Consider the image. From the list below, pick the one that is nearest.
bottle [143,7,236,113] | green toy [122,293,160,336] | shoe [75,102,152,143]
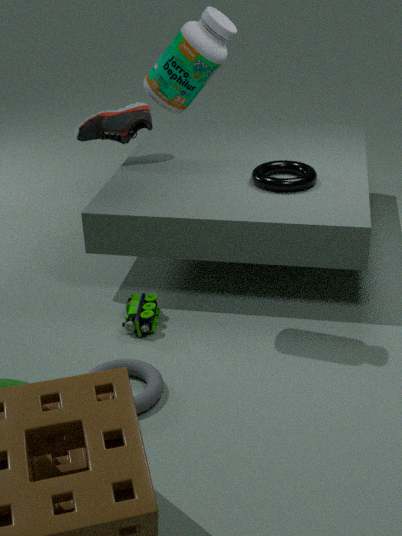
bottle [143,7,236,113]
